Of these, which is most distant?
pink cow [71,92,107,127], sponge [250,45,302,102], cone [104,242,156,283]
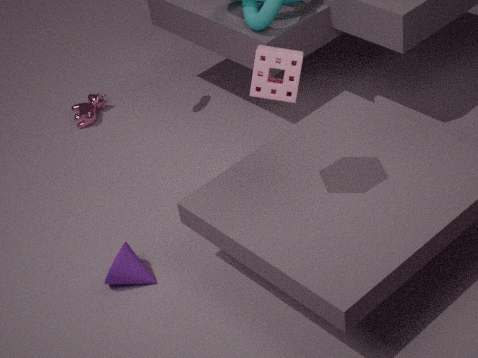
pink cow [71,92,107,127]
